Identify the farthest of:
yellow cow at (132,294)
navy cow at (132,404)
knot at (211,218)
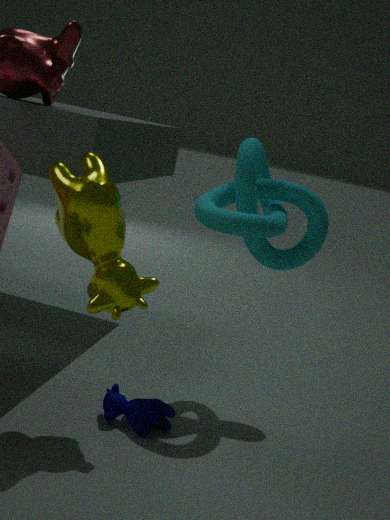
knot at (211,218)
